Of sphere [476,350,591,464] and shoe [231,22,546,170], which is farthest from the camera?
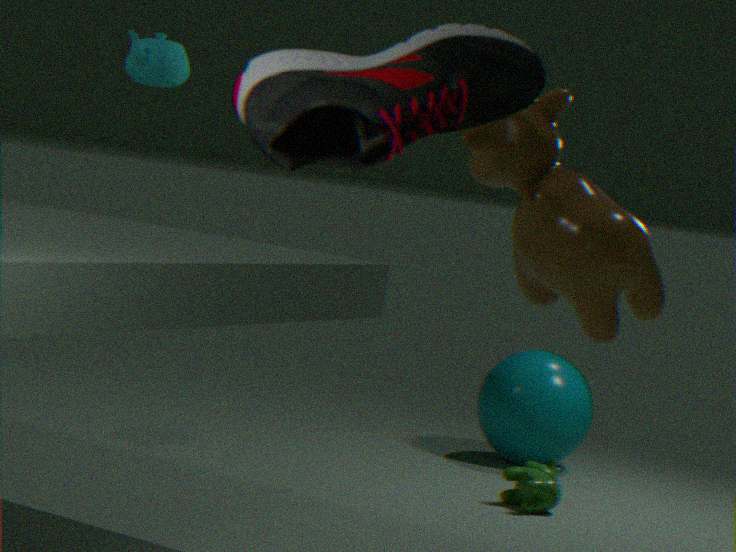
sphere [476,350,591,464]
